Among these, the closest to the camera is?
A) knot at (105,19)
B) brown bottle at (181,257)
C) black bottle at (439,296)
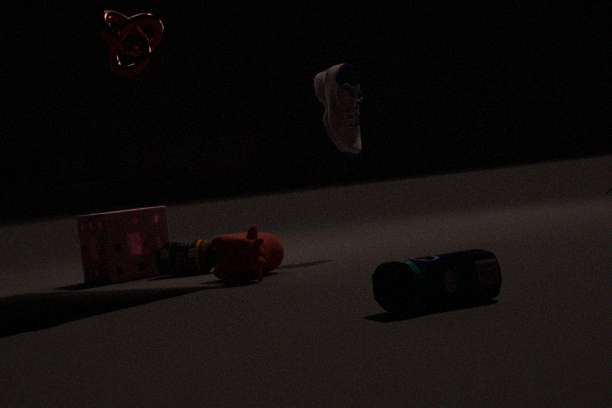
black bottle at (439,296)
